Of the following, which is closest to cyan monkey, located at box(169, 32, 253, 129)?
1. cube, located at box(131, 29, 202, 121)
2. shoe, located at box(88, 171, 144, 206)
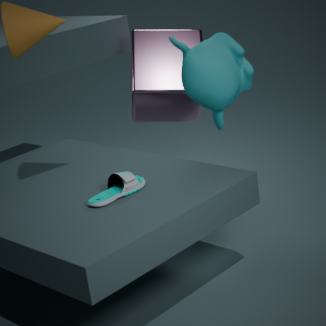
cube, located at box(131, 29, 202, 121)
